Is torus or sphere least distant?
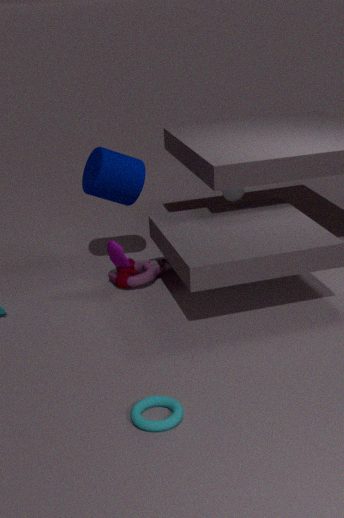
torus
